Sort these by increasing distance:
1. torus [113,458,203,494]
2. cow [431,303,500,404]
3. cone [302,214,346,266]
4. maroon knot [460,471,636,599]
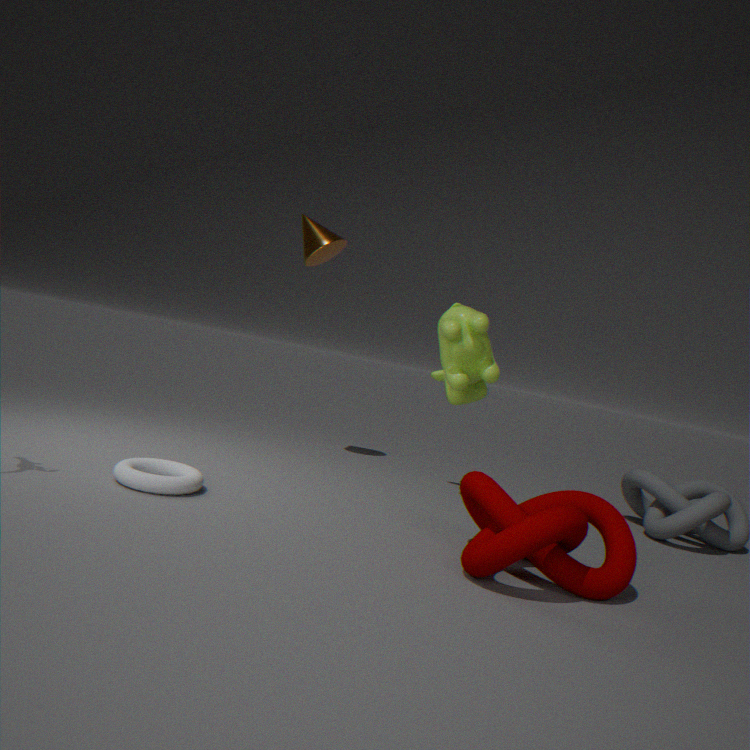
maroon knot [460,471,636,599]
torus [113,458,203,494]
cow [431,303,500,404]
cone [302,214,346,266]
